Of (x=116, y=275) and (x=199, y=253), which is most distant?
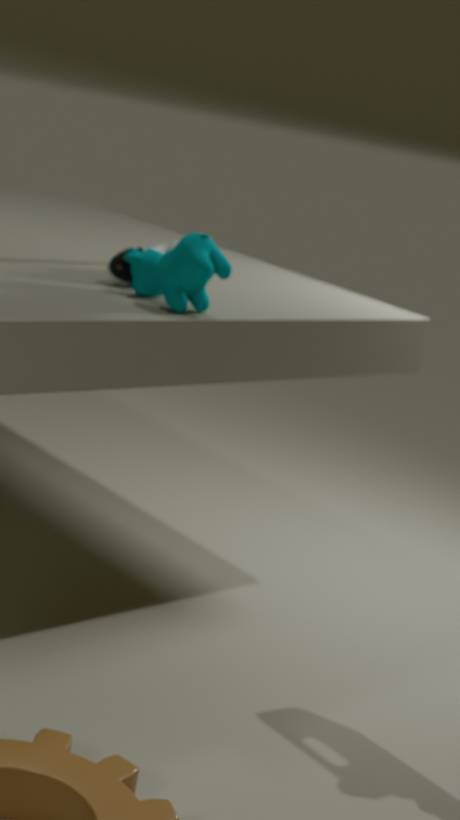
(x=116, y=275)
